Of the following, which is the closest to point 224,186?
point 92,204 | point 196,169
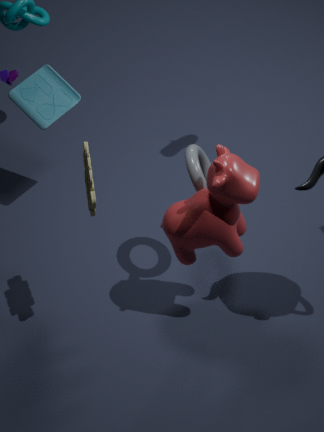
point 196,169
